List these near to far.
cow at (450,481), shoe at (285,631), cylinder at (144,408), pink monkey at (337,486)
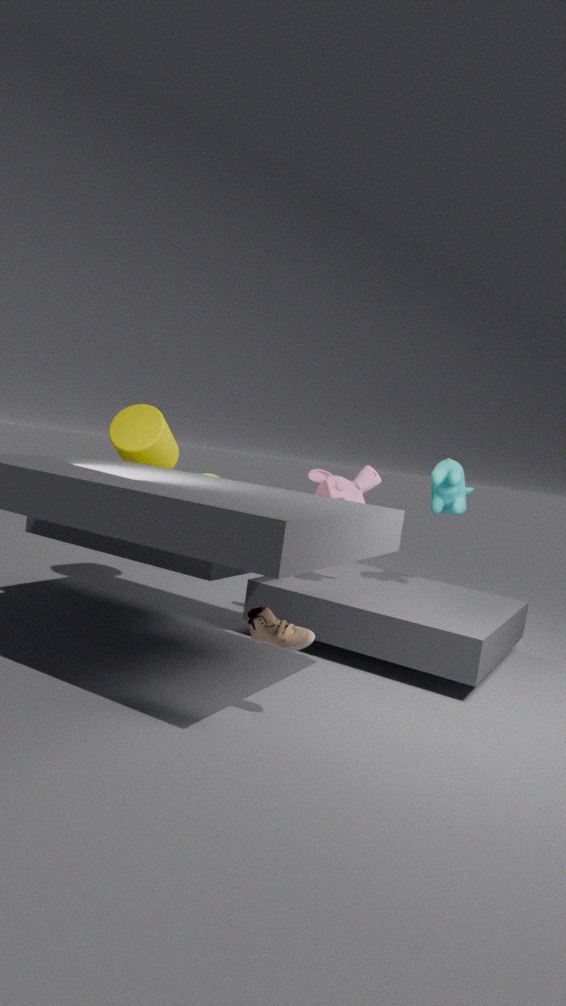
shoe at (285,631) → pink monkey at (337,486) → cow at (450,481) → cylinder at (144,408)
